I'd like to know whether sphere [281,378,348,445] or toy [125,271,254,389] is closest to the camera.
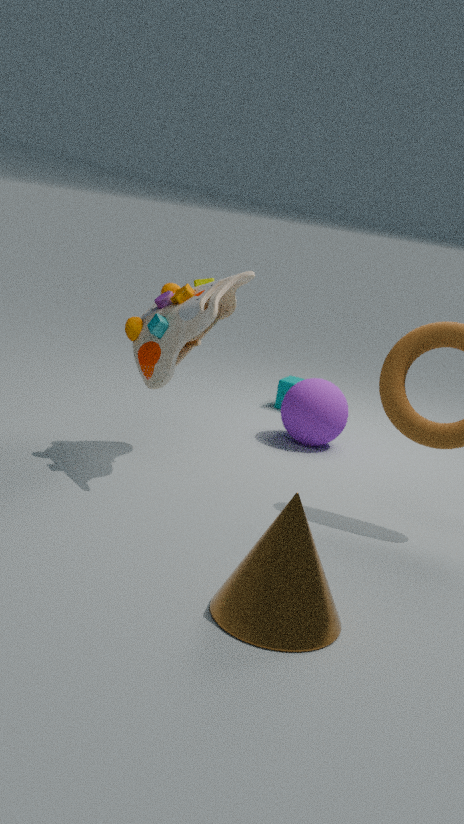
toy [125,271,254,389]
